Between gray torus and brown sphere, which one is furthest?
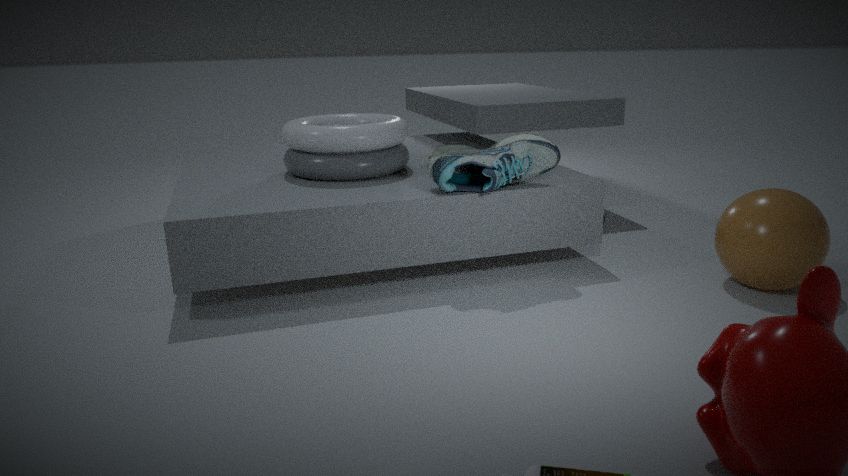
gray torus
